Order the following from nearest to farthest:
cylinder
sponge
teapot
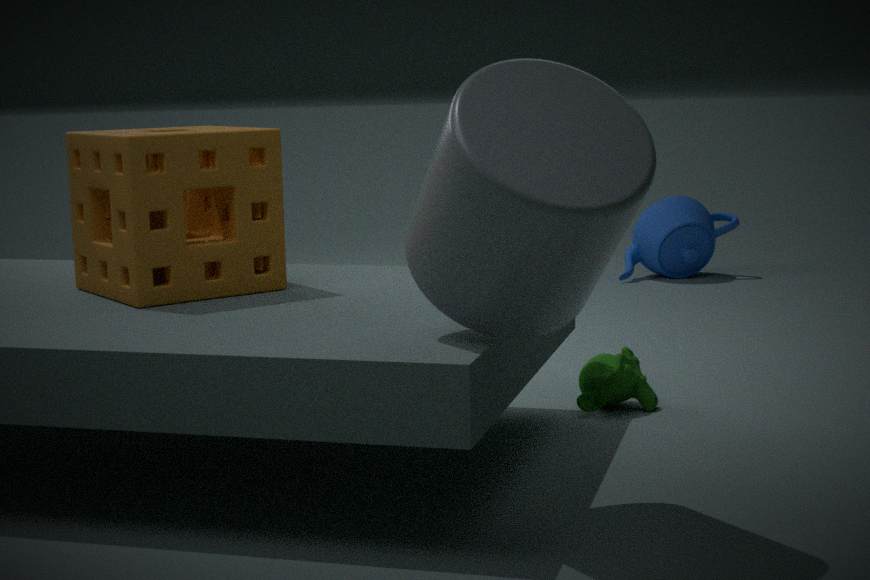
cylinder → sponge → teapot
